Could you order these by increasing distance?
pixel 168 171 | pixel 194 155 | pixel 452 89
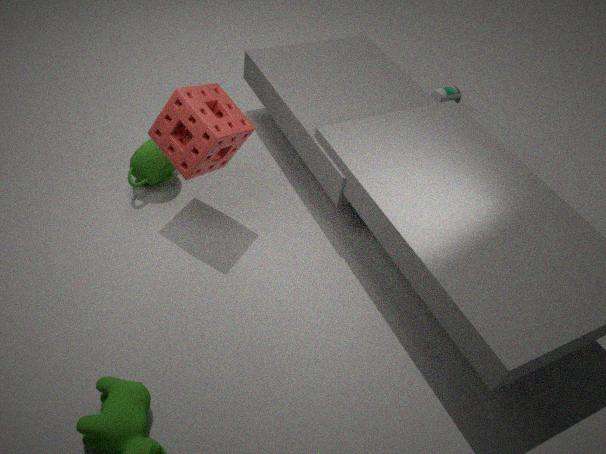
pixel 194 155 < pixel 168 171 < pixel 452 89
